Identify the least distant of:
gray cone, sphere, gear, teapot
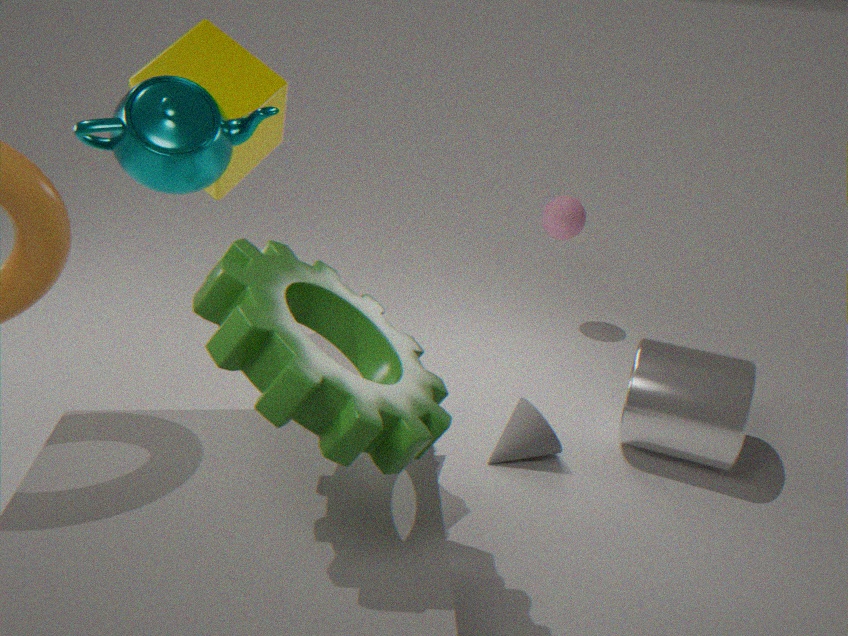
gear
